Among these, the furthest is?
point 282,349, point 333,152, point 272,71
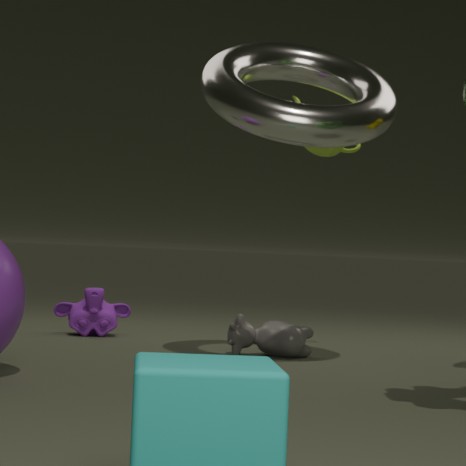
point 333,152
